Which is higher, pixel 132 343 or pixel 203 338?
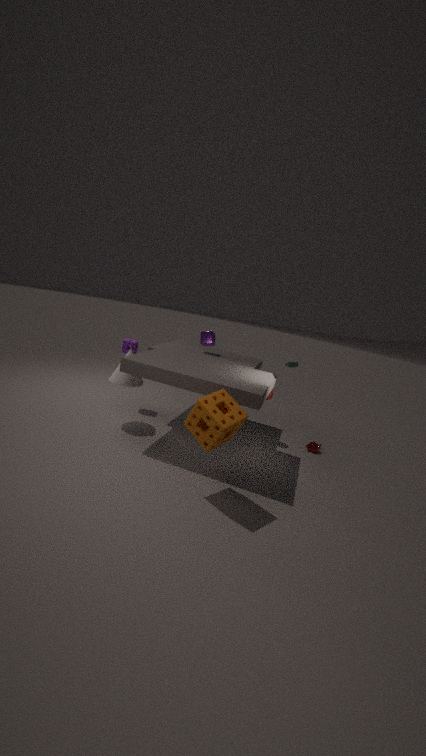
pixel 203 338
